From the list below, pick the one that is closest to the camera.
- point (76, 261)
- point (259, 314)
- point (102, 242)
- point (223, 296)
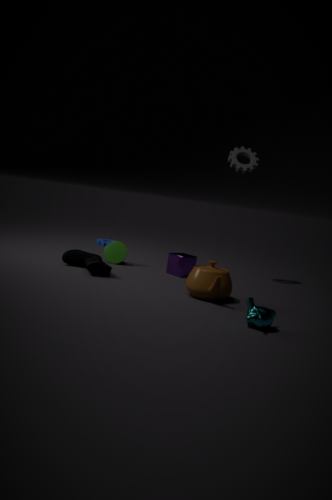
point (259, 314)
